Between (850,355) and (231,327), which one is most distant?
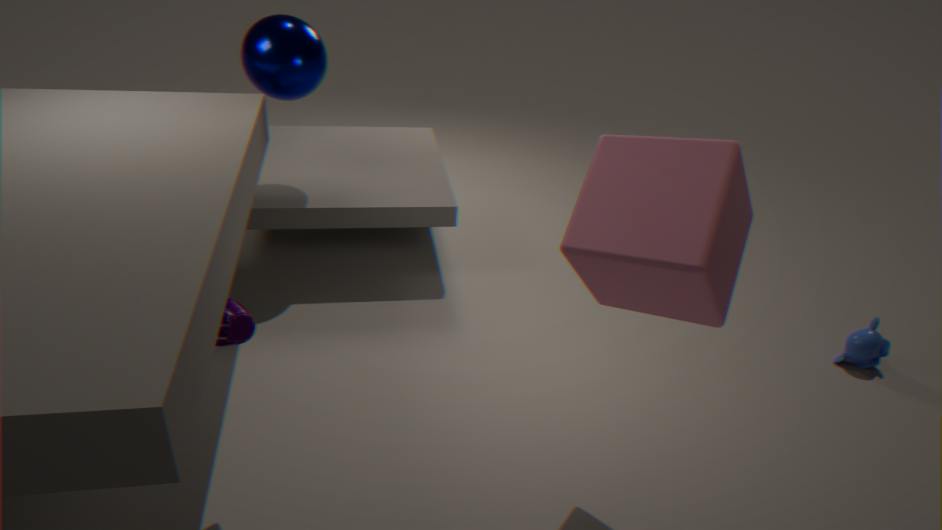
(850,355)
